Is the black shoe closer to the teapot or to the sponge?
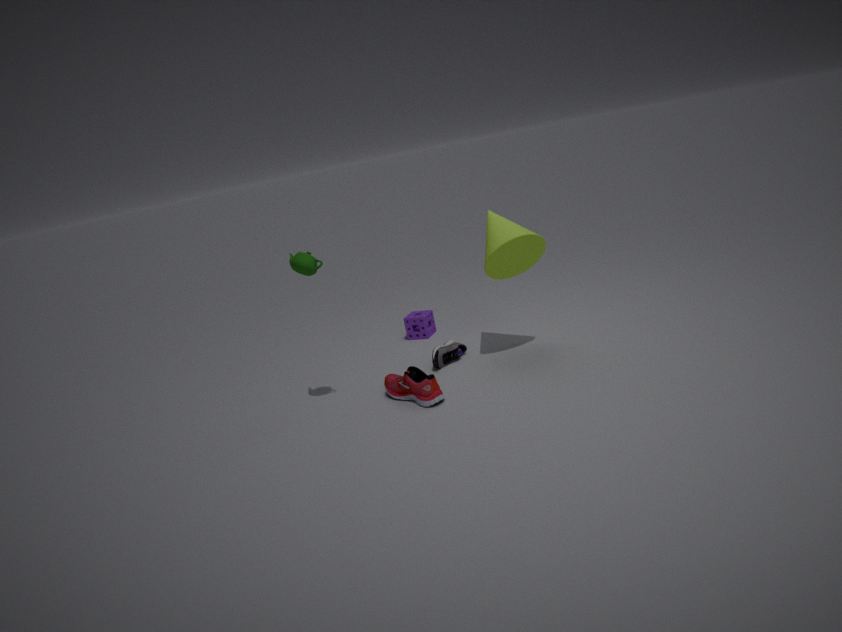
the sponge
